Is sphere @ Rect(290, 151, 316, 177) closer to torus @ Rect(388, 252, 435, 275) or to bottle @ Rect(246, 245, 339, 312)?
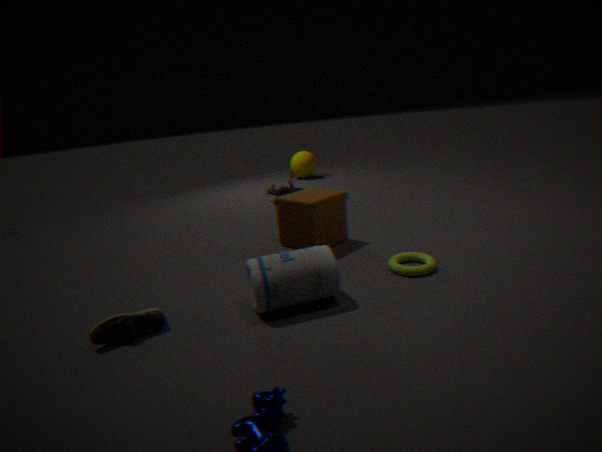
torus @ Rect(388, 252, 435, 275)
